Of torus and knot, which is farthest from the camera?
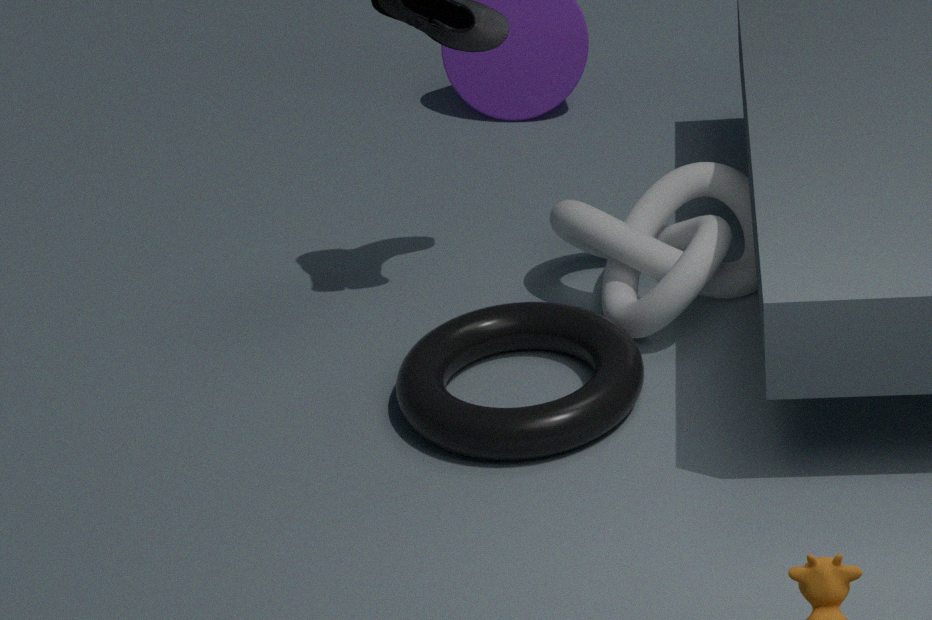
knot
